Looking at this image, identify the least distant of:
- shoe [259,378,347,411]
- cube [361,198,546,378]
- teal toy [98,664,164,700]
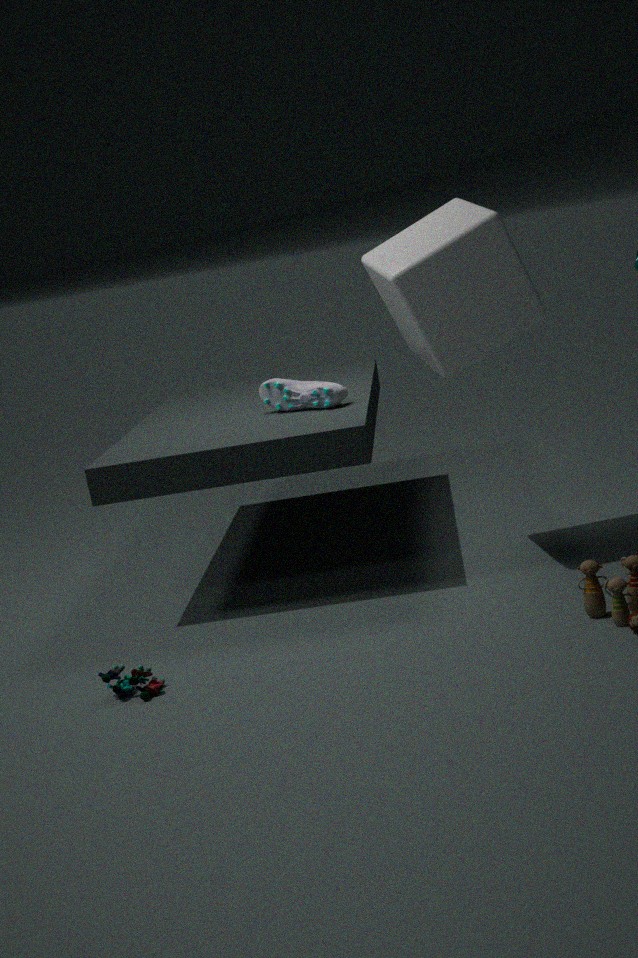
teal toy [98,664,164,700]
